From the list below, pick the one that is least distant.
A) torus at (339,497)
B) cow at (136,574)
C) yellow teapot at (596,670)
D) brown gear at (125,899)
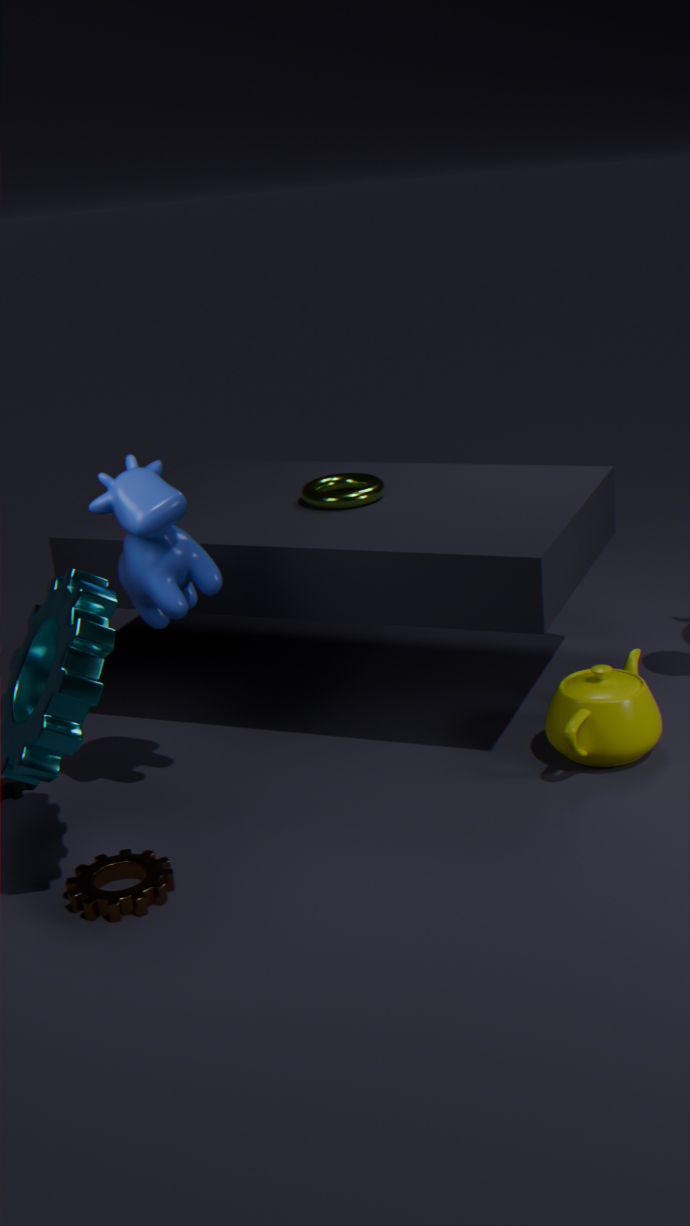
brown gear at (125,899)
